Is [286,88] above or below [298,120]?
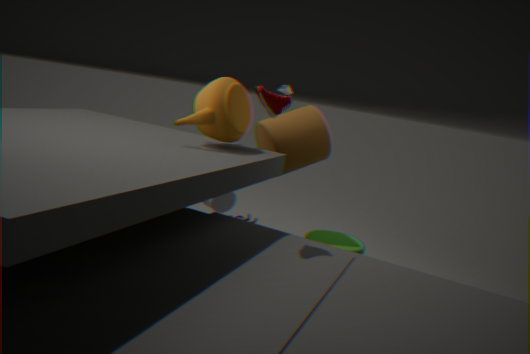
above
